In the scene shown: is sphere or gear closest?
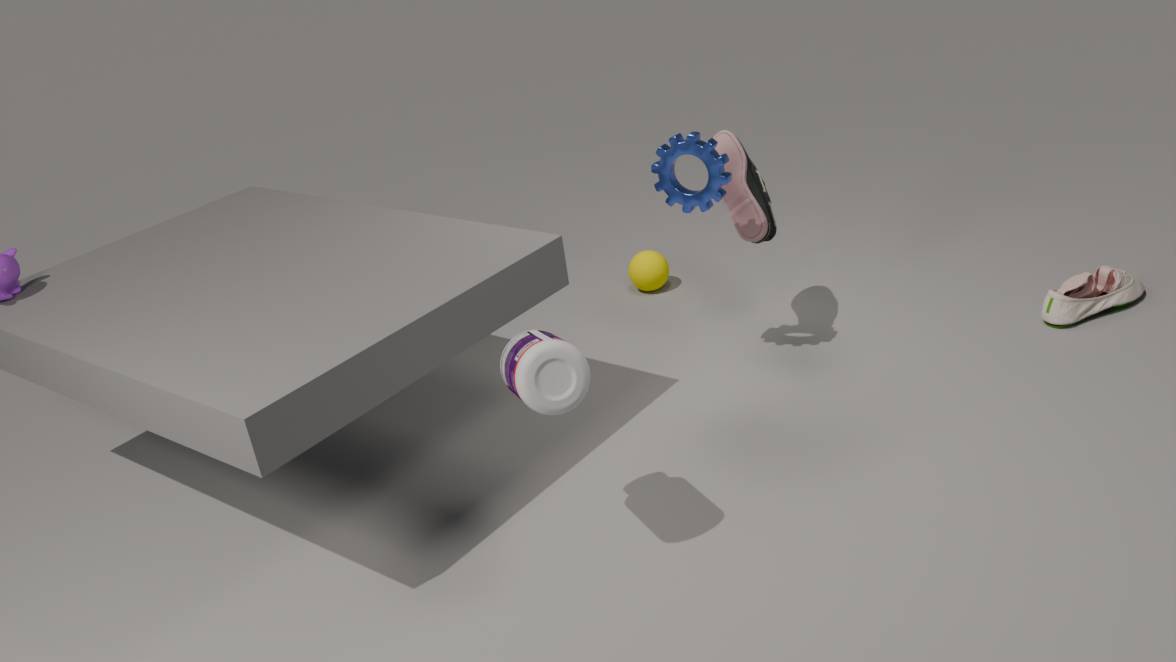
gear
